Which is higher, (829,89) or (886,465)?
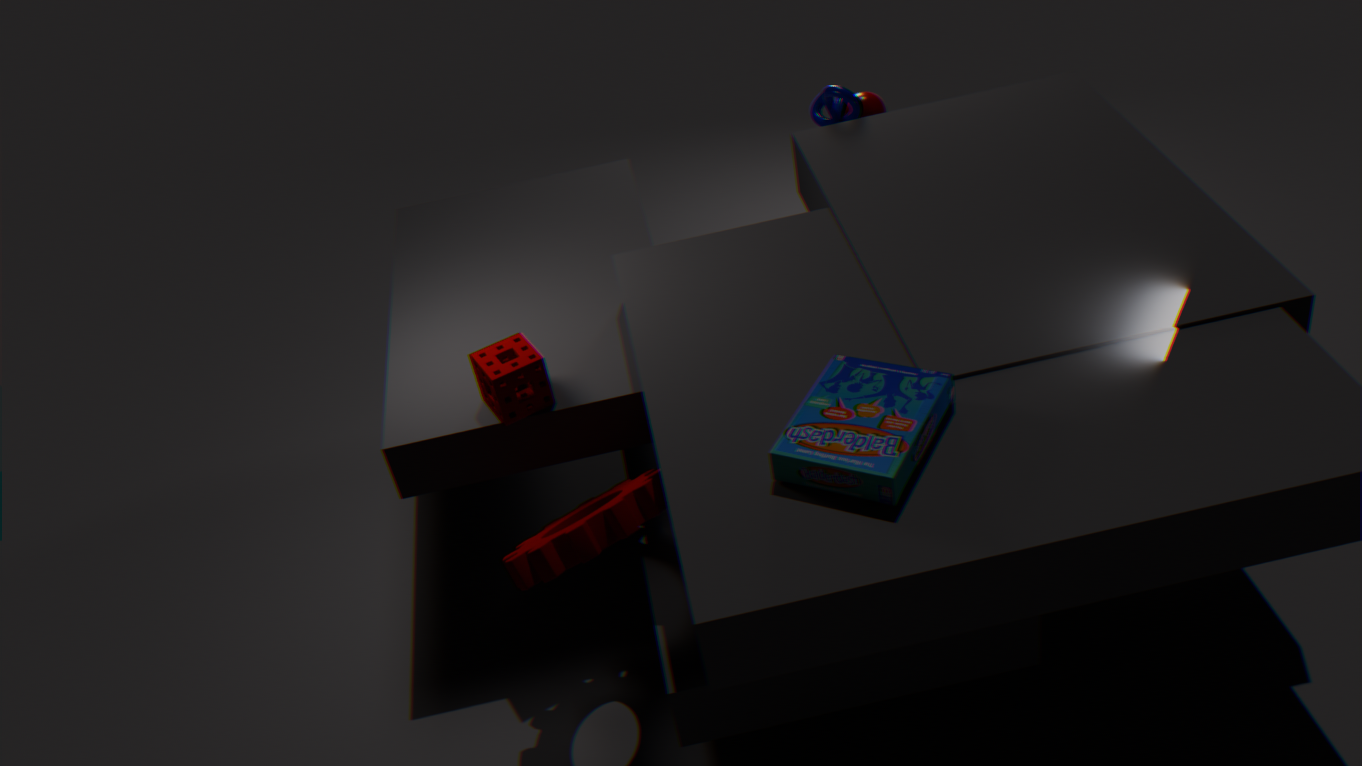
(886,465)
